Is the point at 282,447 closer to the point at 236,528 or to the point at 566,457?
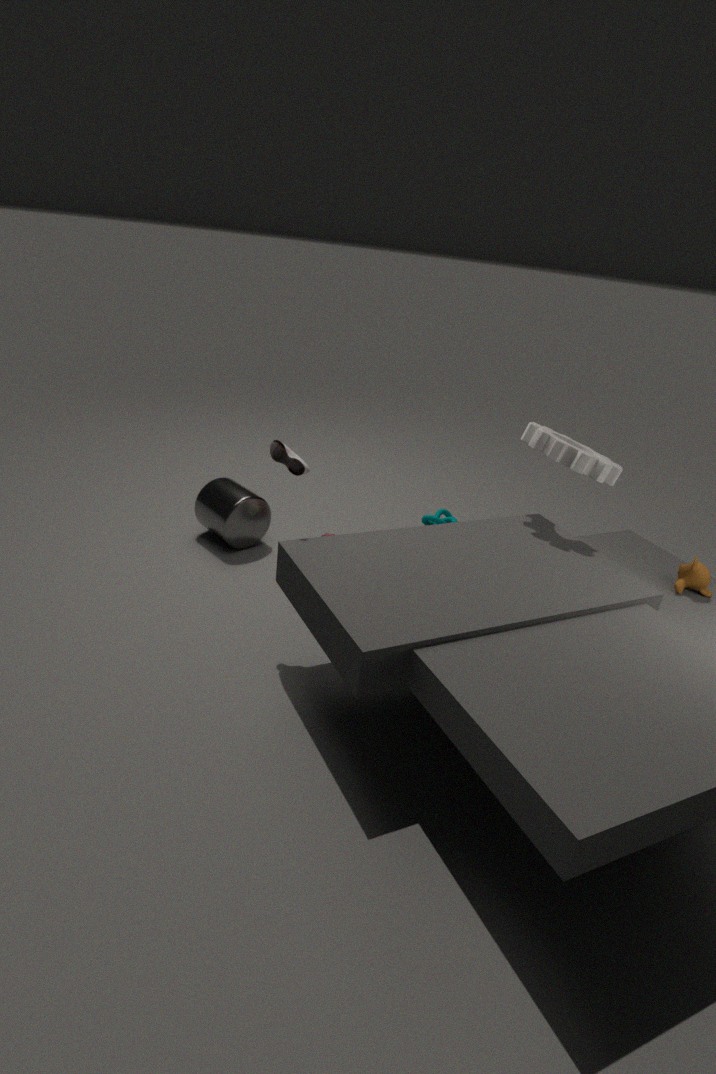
the point at 236,528
